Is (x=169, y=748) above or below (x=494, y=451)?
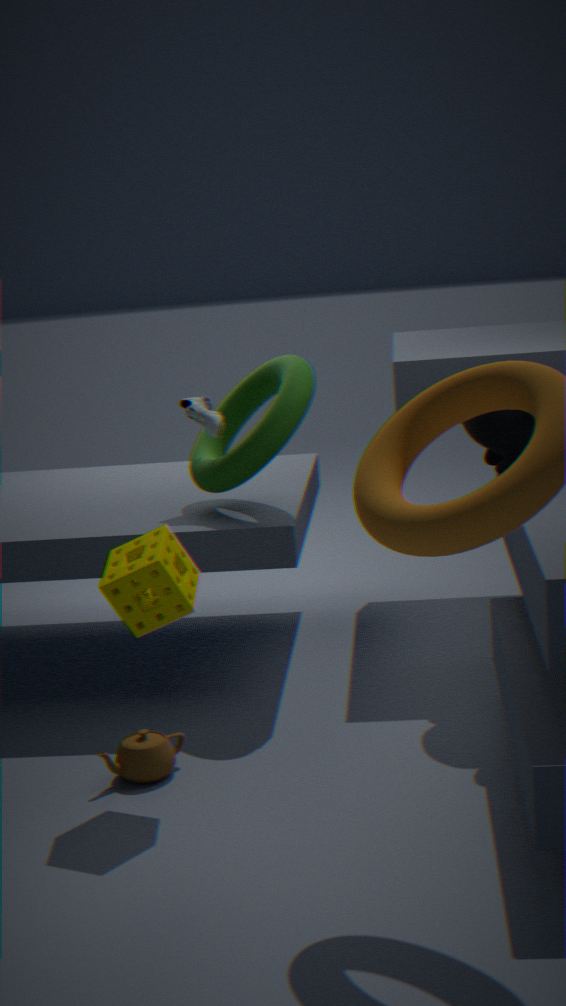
below
